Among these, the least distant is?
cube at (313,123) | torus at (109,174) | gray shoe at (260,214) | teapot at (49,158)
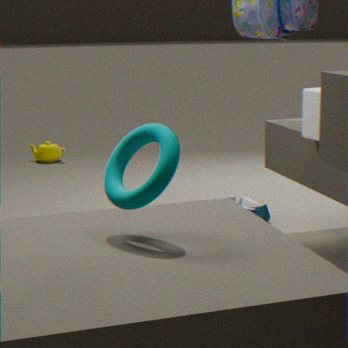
torus at (109,174)
